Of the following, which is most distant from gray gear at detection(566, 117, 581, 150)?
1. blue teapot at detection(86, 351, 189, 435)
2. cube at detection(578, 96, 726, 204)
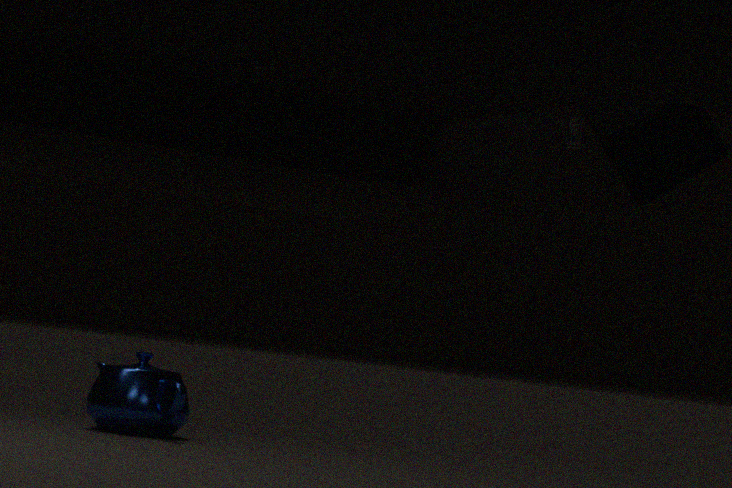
blue teapot at detection(86, 351, 189, 435)
